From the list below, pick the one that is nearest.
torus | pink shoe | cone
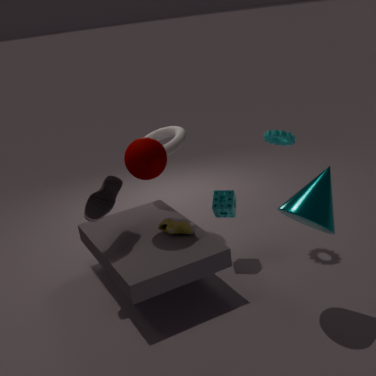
cone
